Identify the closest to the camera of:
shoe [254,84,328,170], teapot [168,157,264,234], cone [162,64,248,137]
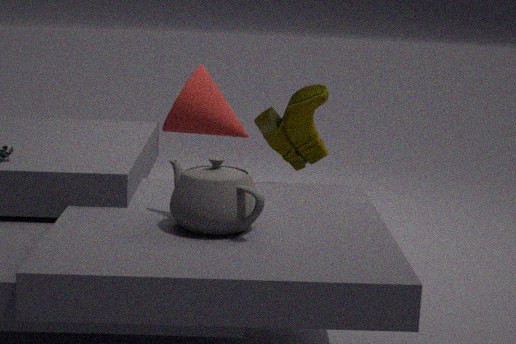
teapot [168,157,264,234]
